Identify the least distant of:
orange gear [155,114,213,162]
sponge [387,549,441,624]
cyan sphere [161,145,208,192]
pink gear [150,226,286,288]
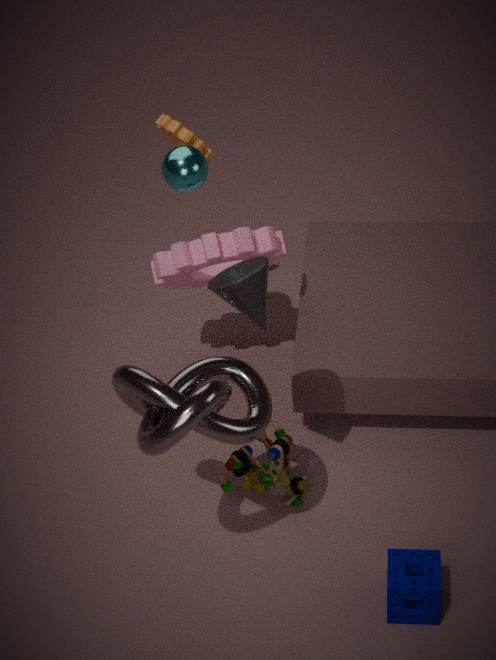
sponge [387,549,441,624]
